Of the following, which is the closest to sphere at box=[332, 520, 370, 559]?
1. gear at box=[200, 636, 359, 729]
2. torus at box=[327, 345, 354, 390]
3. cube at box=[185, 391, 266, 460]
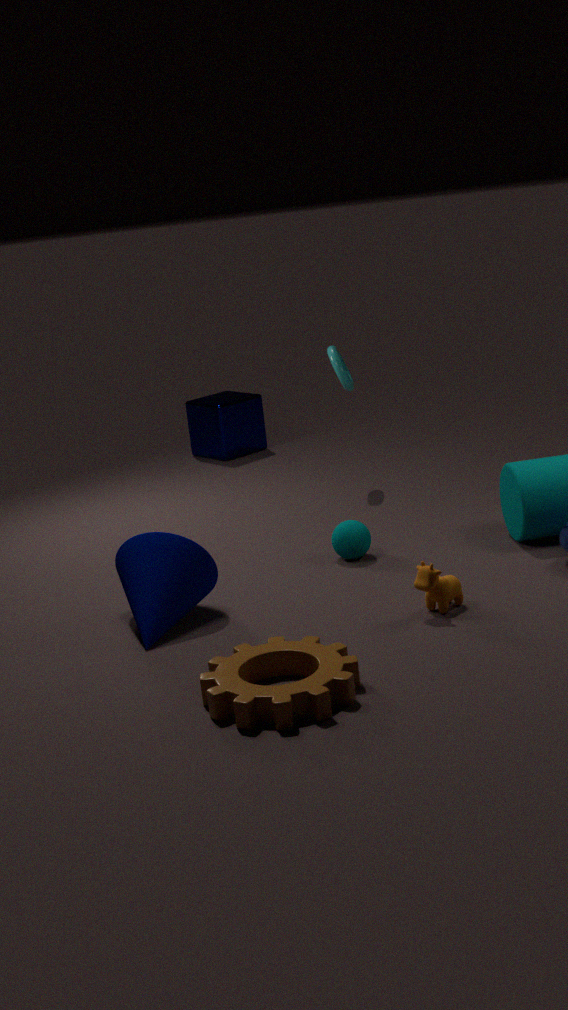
gear at box=[200, 636, 359, 729]
